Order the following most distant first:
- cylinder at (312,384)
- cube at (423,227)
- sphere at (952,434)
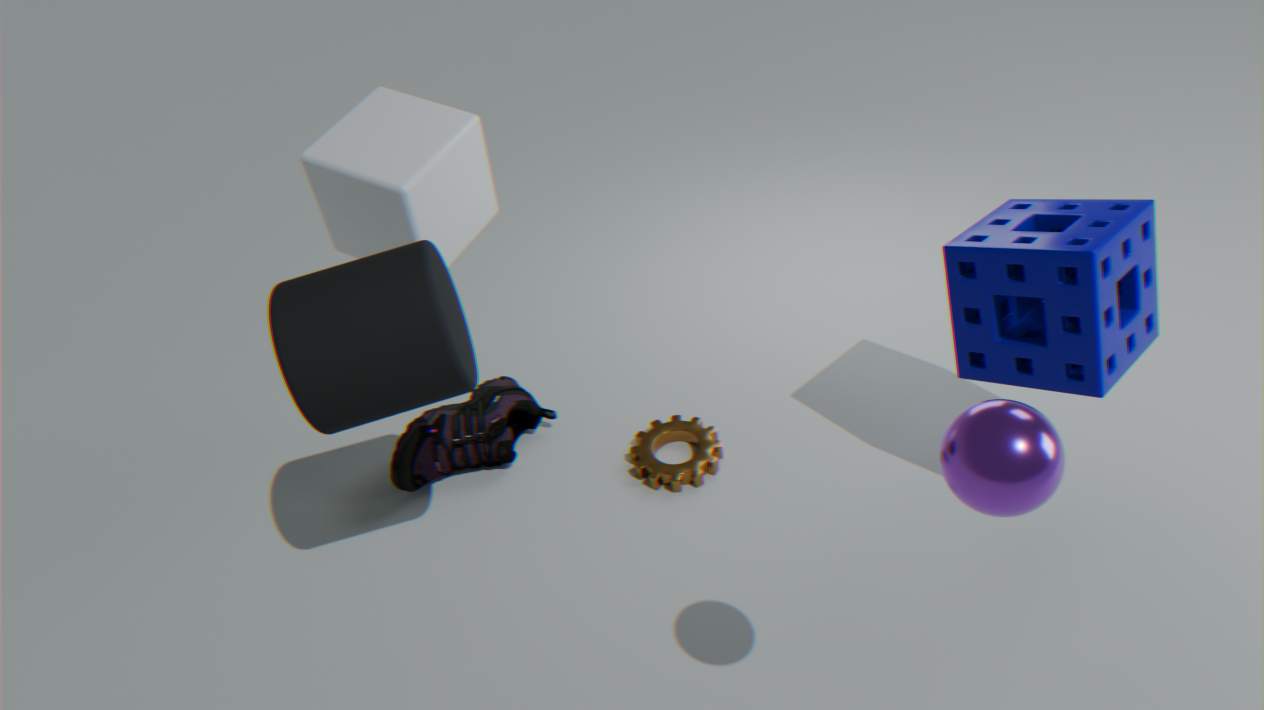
cube at (423,227) < cylinder at (312,384) < sphere at (952,434)
